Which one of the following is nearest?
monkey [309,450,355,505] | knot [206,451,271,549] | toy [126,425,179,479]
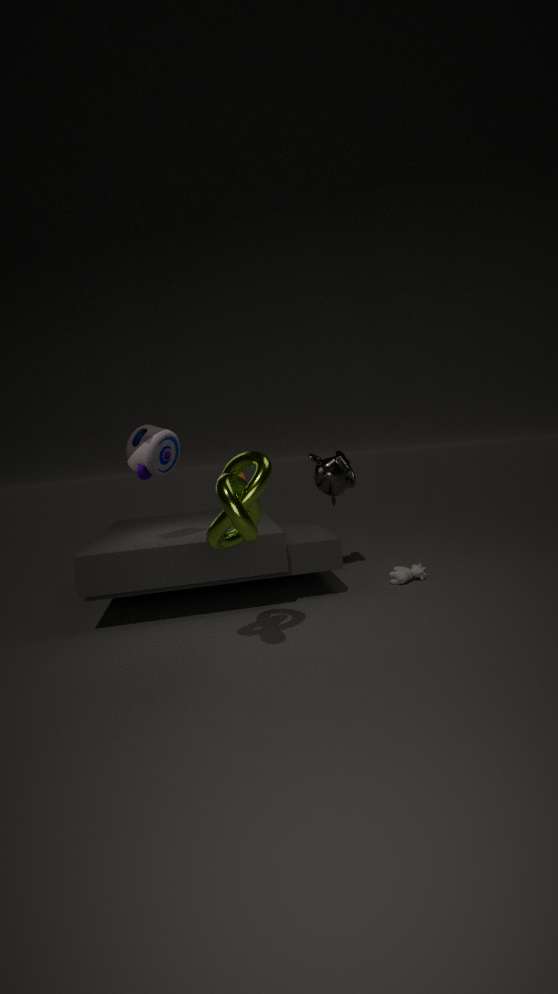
knot [206,451,271,549]
